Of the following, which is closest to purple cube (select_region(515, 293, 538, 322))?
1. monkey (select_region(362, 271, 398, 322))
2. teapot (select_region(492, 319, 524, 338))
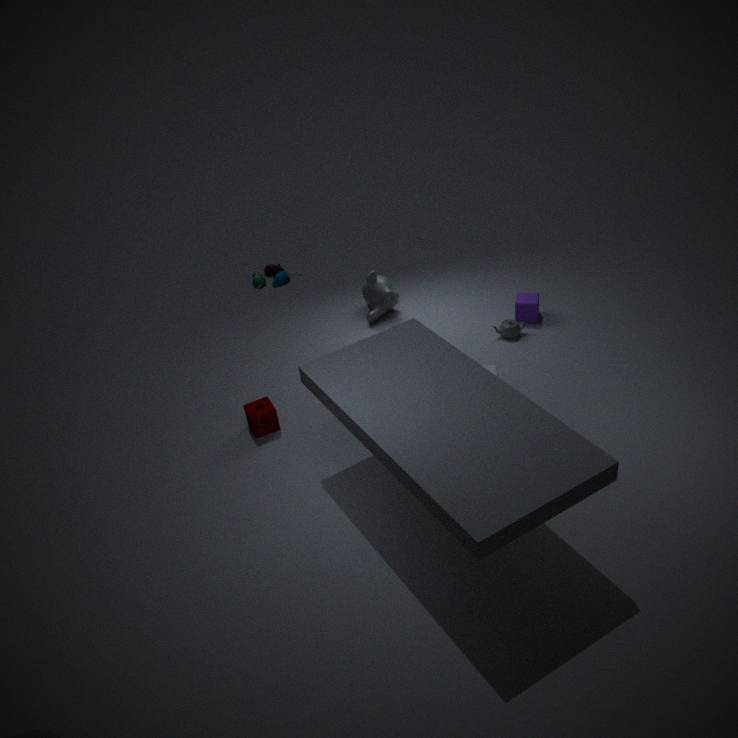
teapot (select_region(492, 319, 524, 338))
